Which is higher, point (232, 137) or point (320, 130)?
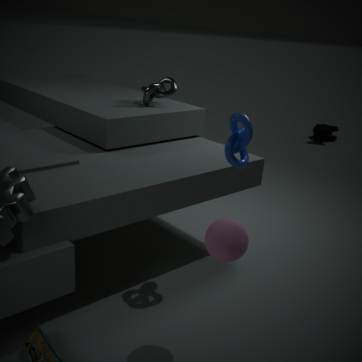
point (232, 137)
